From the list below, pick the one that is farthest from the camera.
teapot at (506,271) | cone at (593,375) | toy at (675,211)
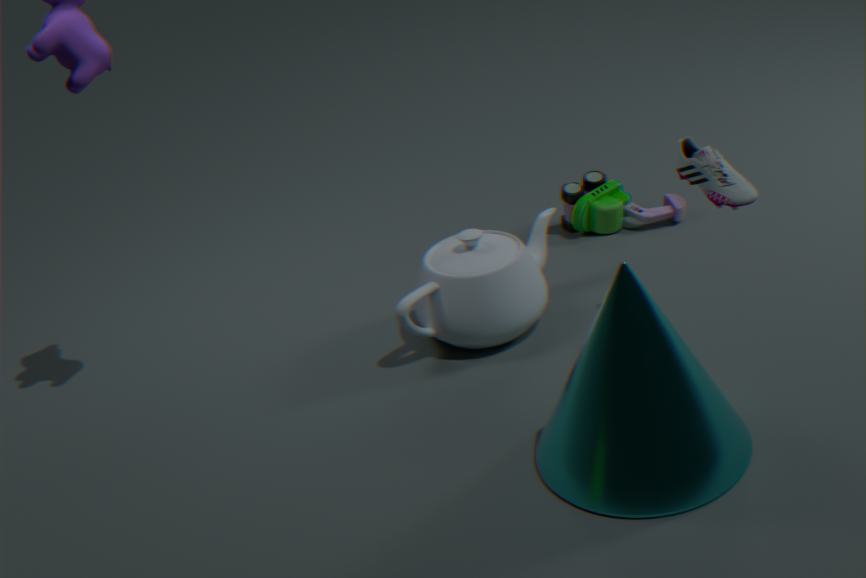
toy at (675,211)
